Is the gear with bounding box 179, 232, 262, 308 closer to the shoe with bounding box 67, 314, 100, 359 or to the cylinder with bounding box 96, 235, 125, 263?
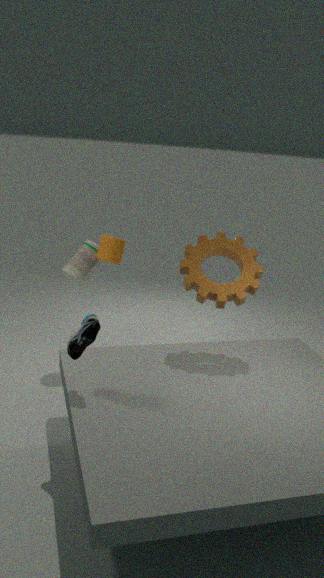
the cylinder with bounding box 96, 235, 125, 263
